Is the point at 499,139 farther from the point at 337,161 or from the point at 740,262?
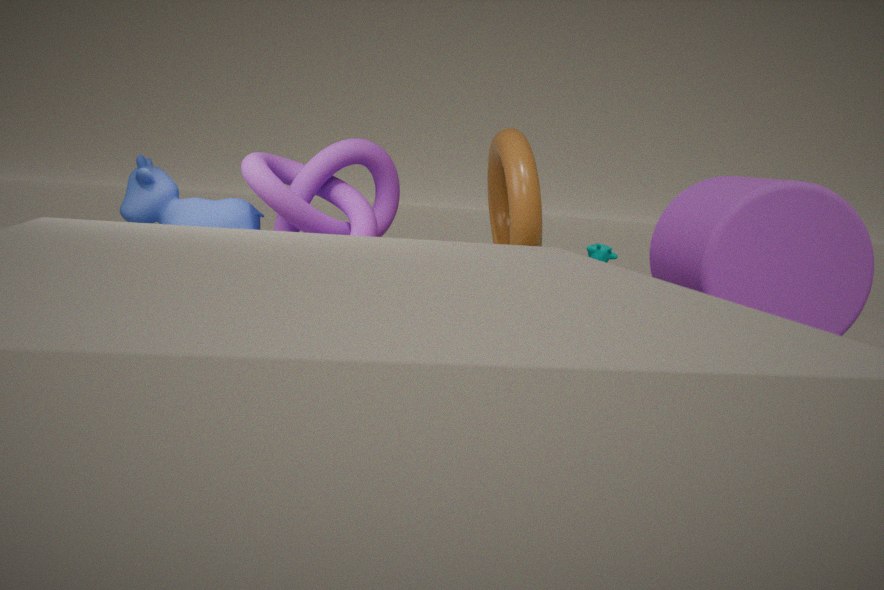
the point at 740,262
